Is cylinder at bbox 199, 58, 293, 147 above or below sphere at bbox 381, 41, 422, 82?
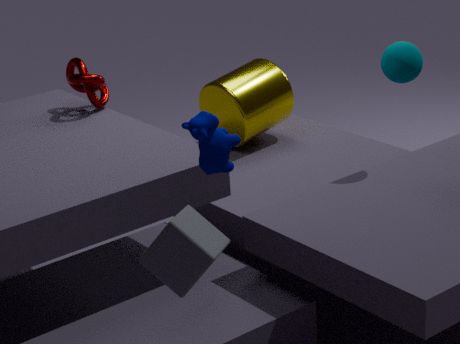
below
